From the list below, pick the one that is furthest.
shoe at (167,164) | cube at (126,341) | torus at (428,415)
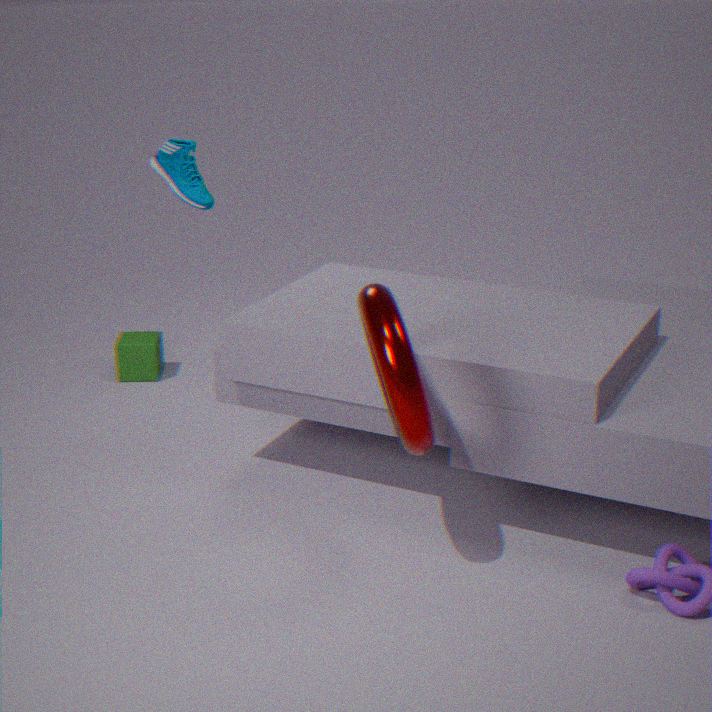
cube at (126,341)
